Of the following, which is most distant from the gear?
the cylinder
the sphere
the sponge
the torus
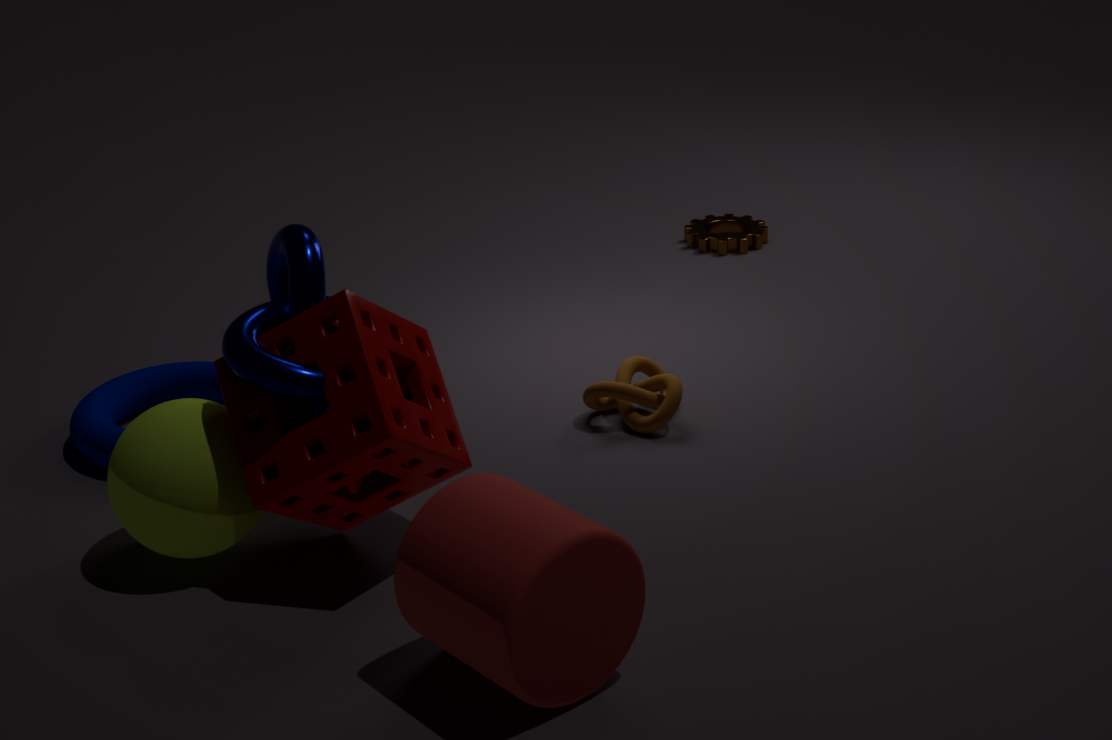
the cylinder
